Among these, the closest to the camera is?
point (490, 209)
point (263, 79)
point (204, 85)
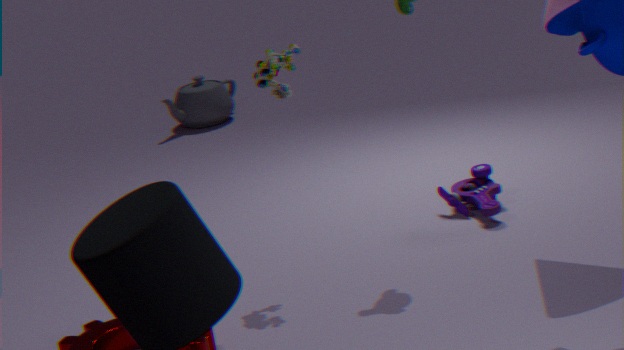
point (263, 79)
